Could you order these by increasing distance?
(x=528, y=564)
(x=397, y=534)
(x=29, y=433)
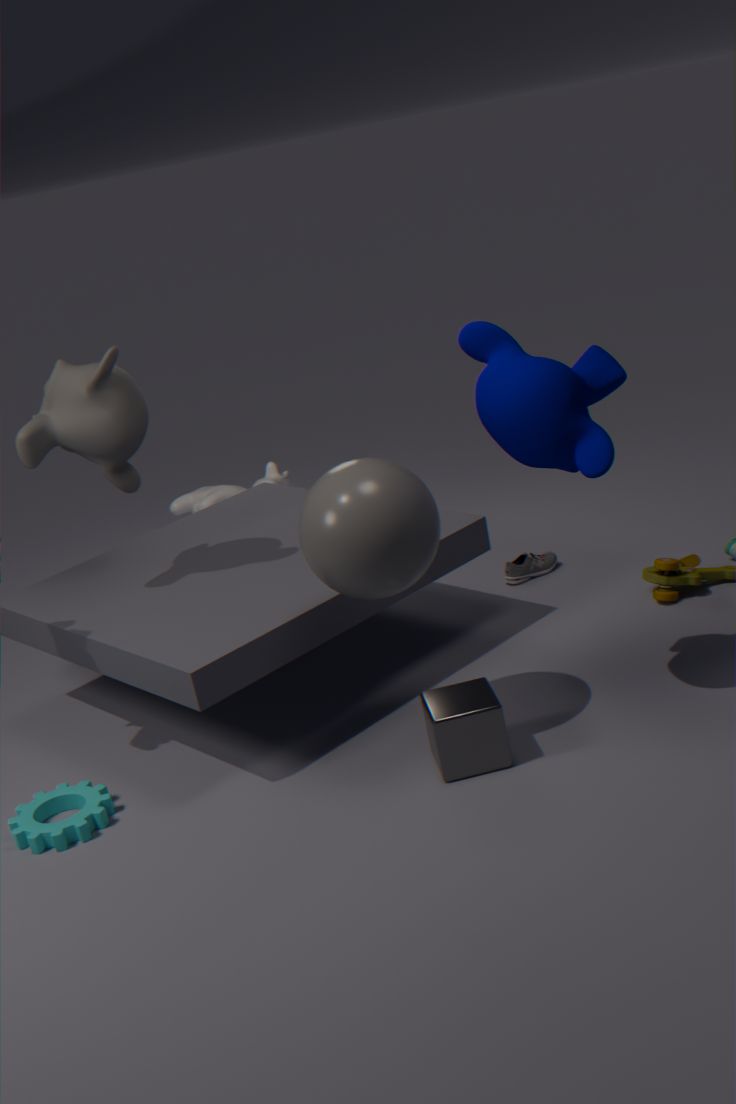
(x=397, y=534)
(x=29, y=433)
(x=528, y=564)
